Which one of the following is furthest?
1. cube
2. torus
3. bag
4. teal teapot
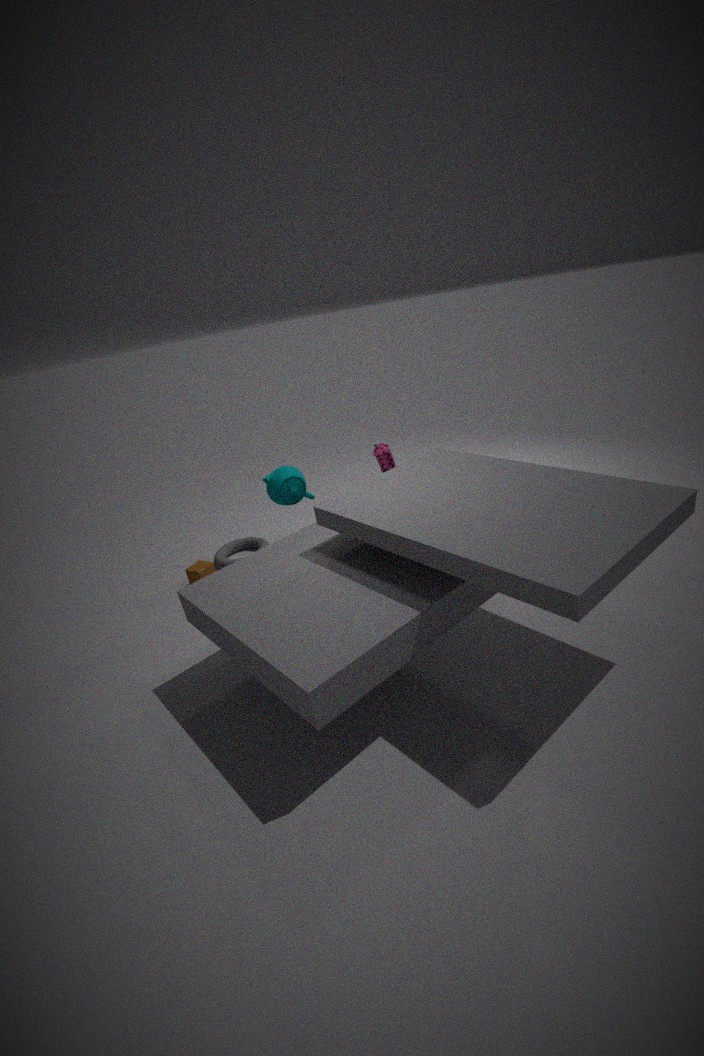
torus
